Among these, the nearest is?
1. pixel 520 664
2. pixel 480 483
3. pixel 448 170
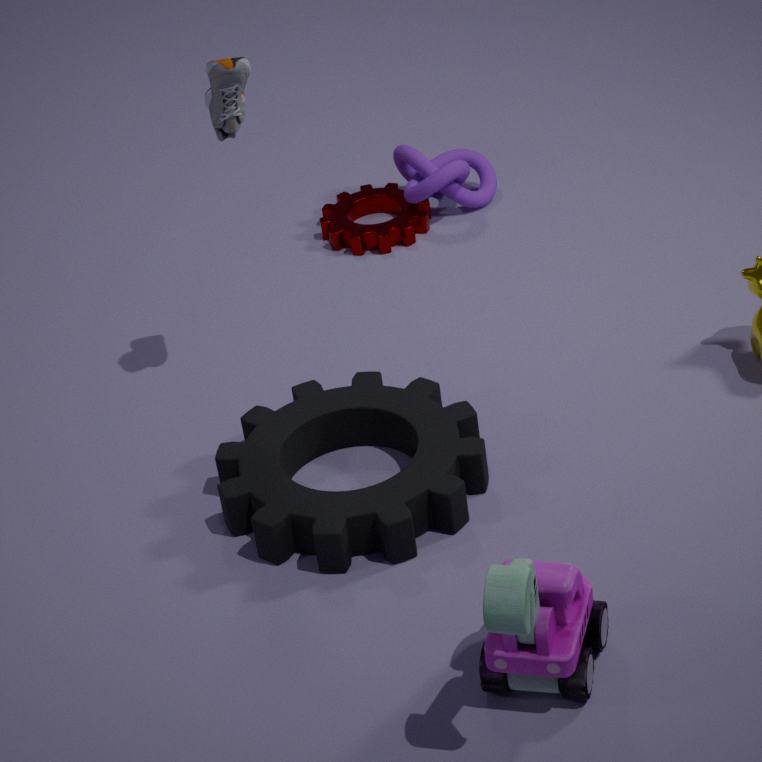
pixel 520 664
